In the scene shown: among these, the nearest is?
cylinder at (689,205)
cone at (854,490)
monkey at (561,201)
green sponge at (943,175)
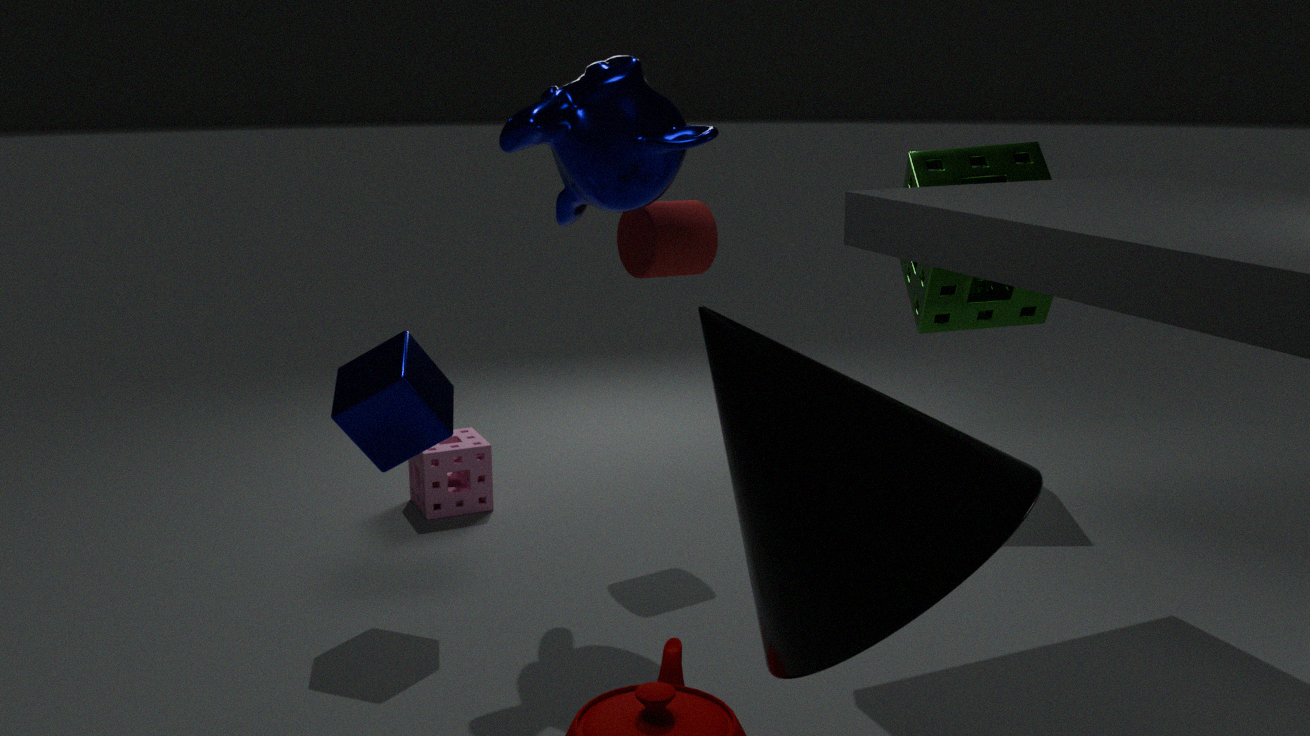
cone at (854,490)
